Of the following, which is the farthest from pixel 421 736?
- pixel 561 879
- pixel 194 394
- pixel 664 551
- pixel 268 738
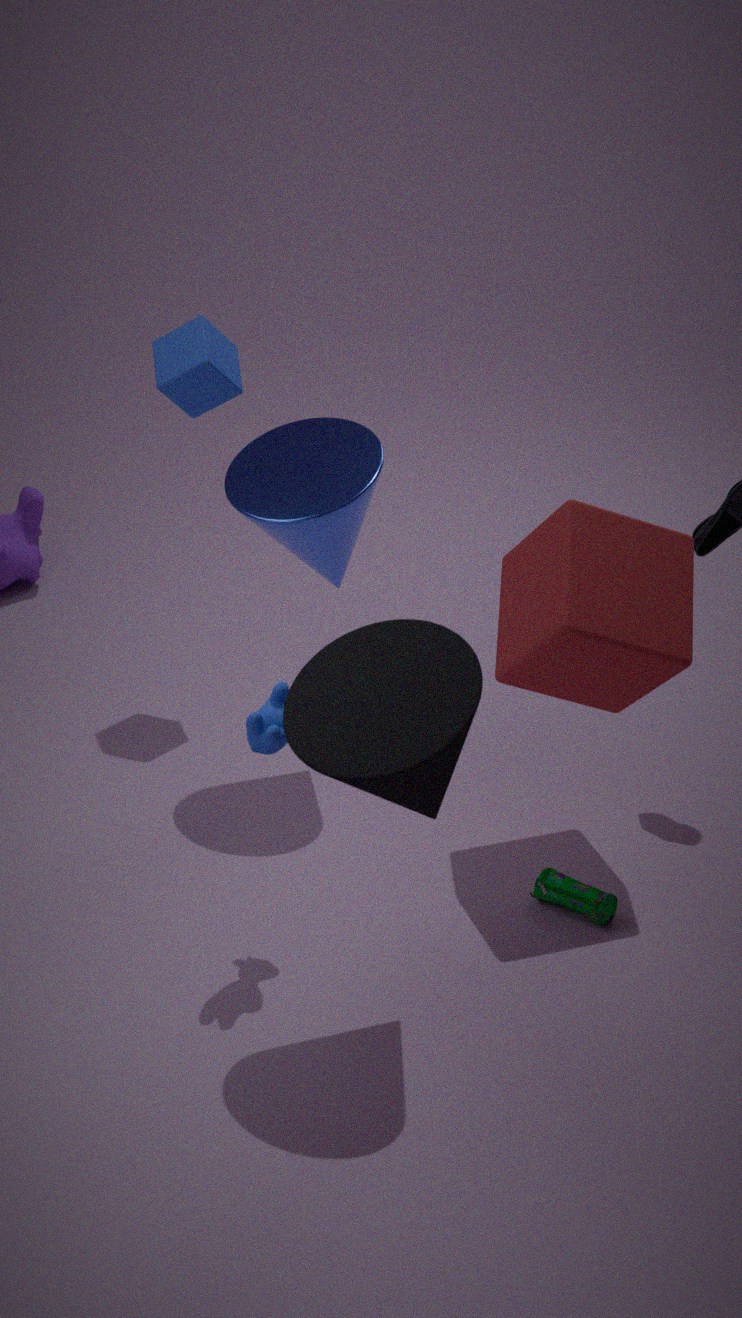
pixel 194 394
